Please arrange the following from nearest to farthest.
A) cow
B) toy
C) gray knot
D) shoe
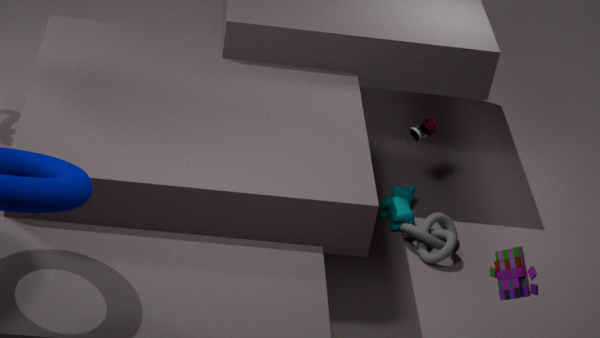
toy
gray knot
shoe
cow
